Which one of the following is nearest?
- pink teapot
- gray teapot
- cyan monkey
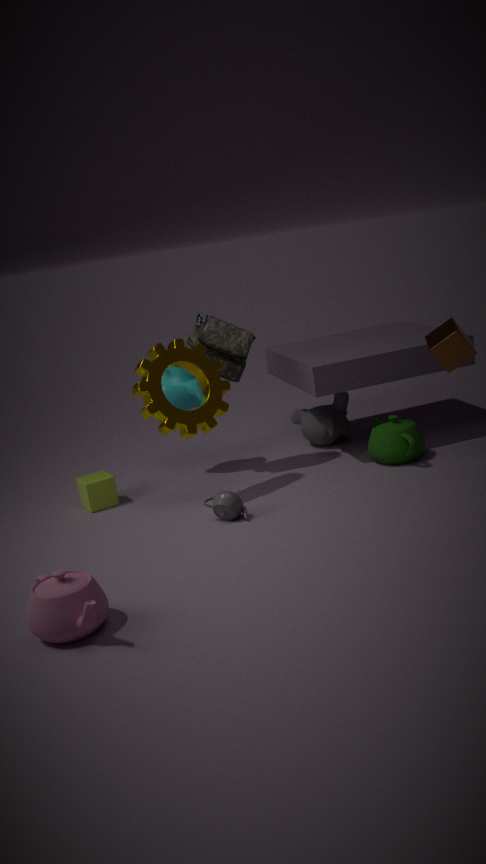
pink teapot
